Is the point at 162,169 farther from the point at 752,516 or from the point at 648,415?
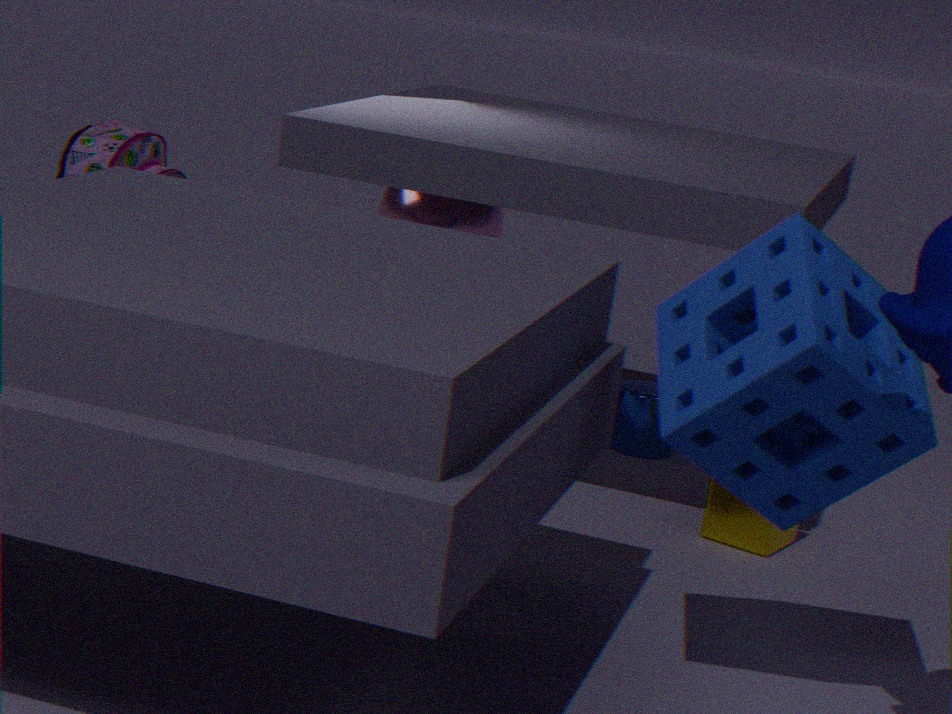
the point at 752,516
